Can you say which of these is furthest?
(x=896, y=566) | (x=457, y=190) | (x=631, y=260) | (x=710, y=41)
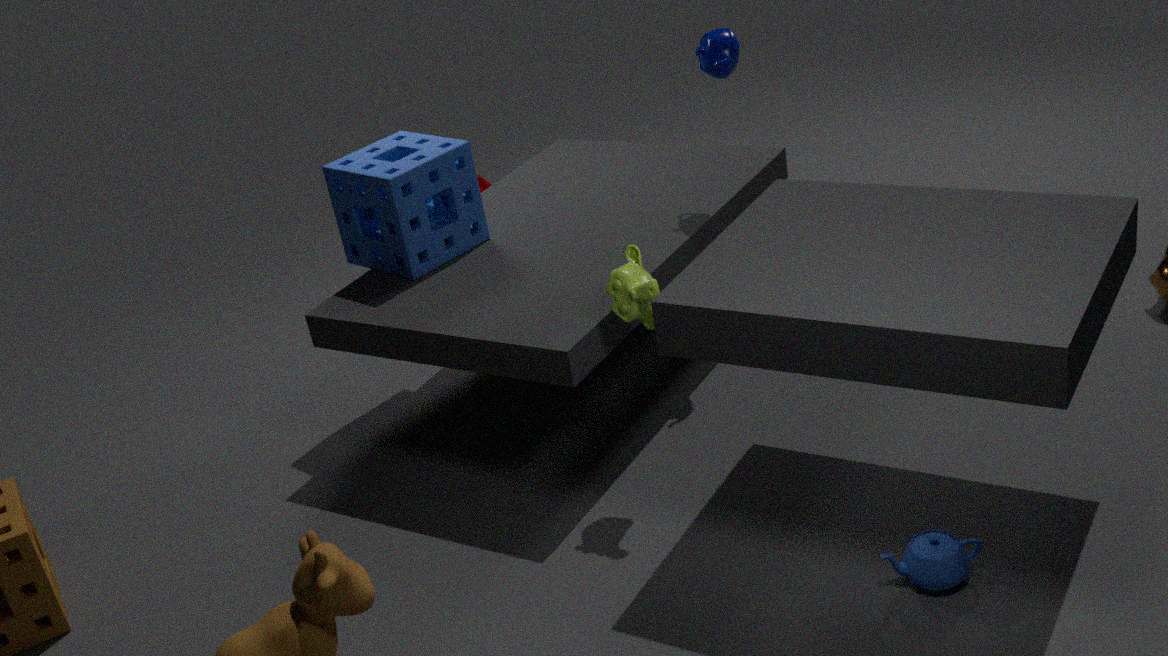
(x=457, y=190)
